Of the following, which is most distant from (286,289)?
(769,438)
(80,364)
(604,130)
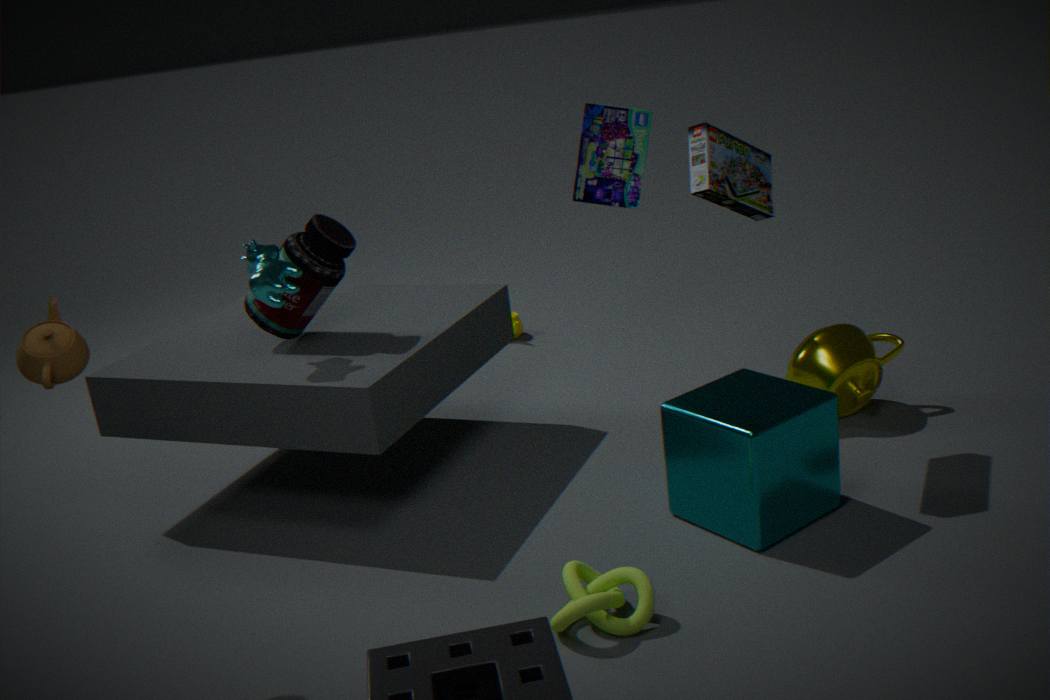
(769,438)
